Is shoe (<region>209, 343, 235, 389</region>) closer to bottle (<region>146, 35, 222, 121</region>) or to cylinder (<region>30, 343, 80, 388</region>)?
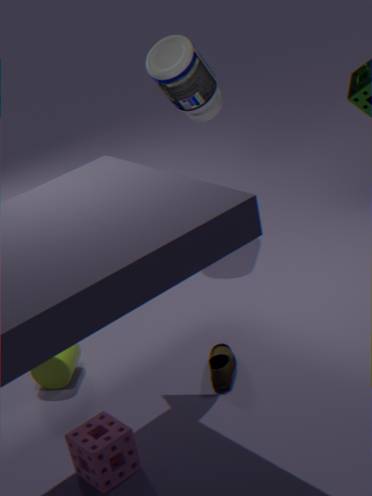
cylinder (<region>30, 343, 80, 388</region>)
